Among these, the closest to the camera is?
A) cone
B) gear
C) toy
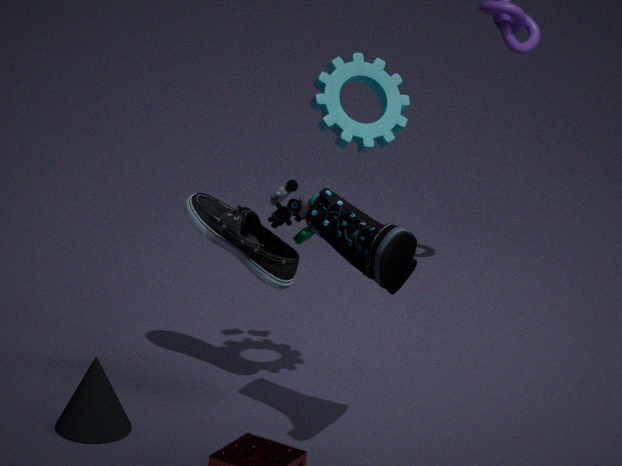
gear
